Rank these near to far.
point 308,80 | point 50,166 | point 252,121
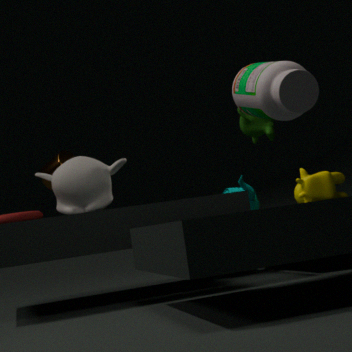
point 308,80 → point 252,121 → point 50,166
